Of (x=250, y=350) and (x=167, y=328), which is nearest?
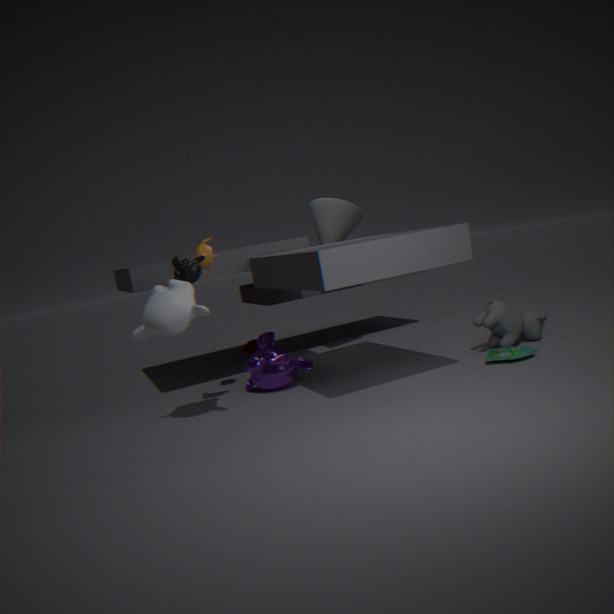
(x=167, y=328)
